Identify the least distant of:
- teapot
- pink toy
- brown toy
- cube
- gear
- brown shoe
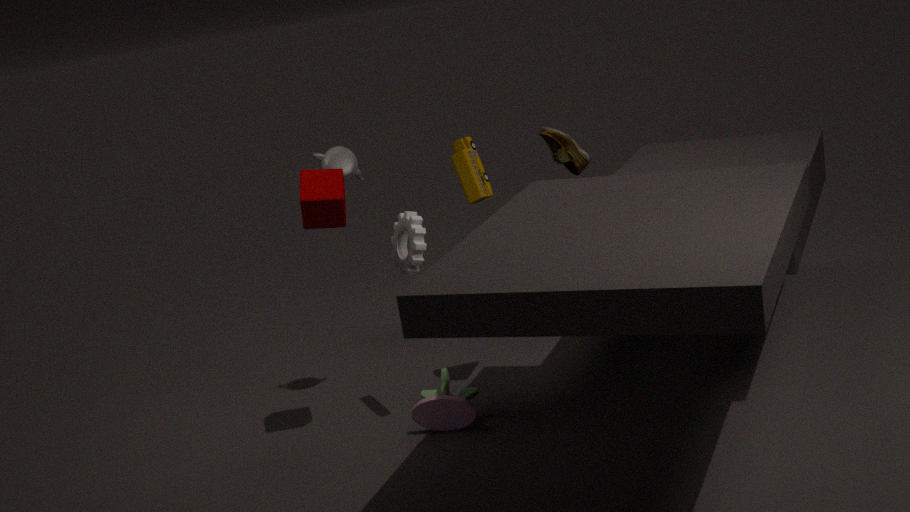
cube
